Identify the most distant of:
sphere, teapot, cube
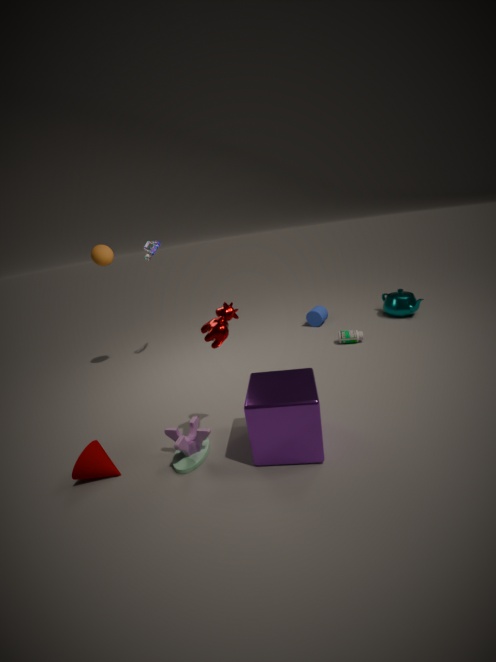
teapot
